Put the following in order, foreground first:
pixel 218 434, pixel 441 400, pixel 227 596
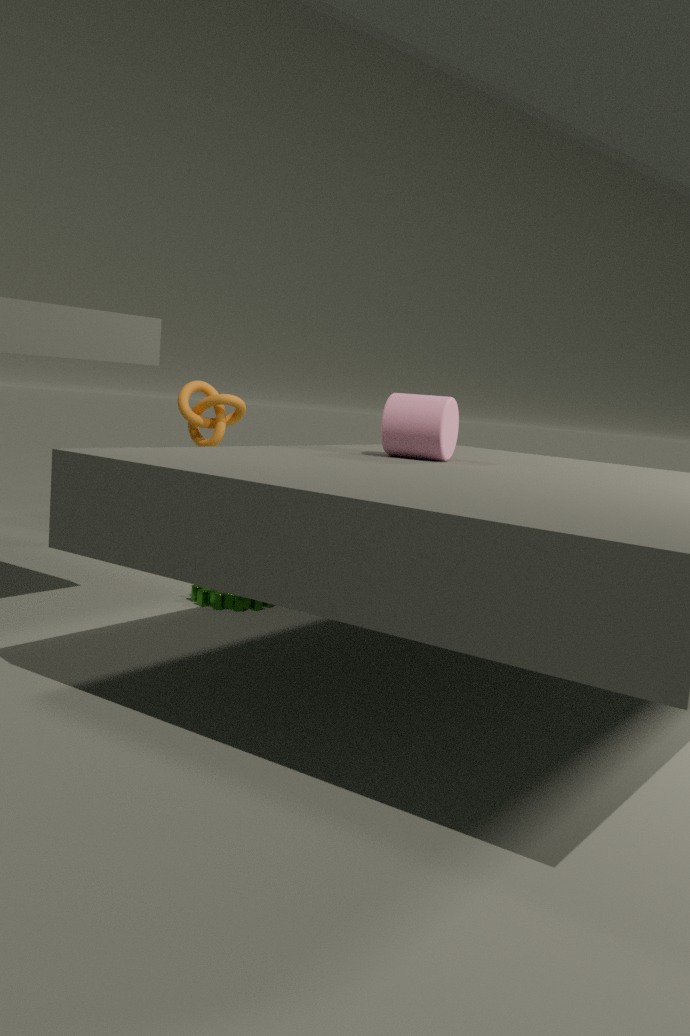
pixel 441 400, pixel 227 596, pixel 218 434
